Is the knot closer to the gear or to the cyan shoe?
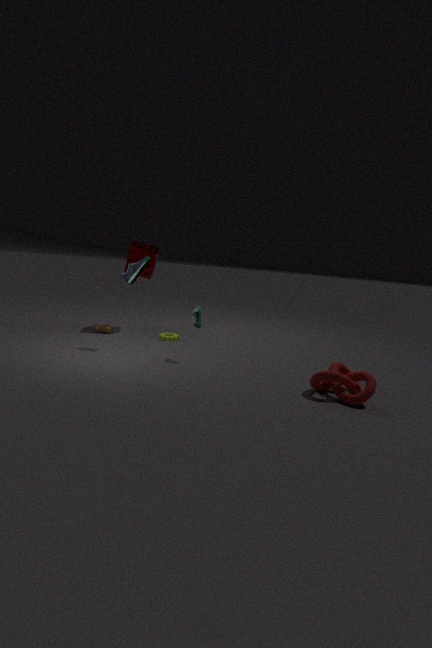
the gear
